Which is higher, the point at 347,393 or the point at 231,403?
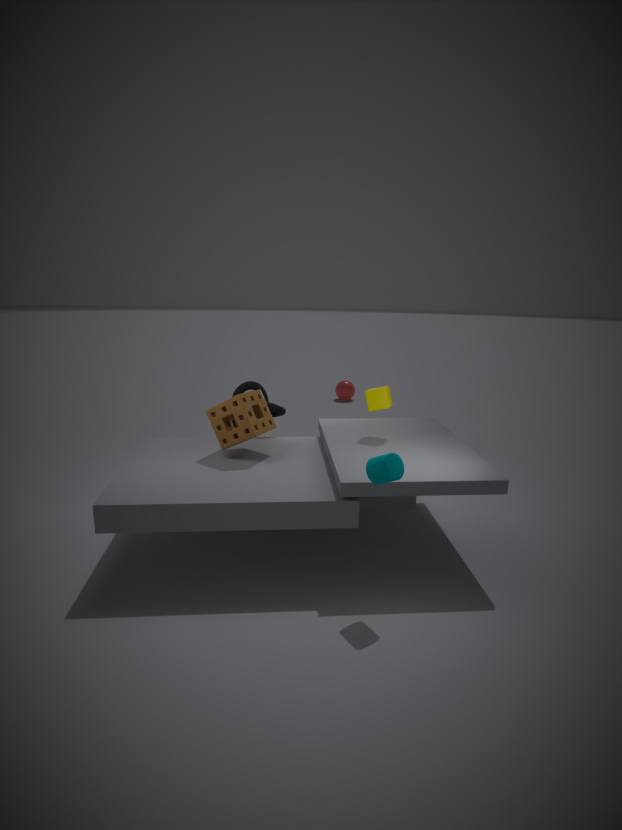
the point at 231,403
